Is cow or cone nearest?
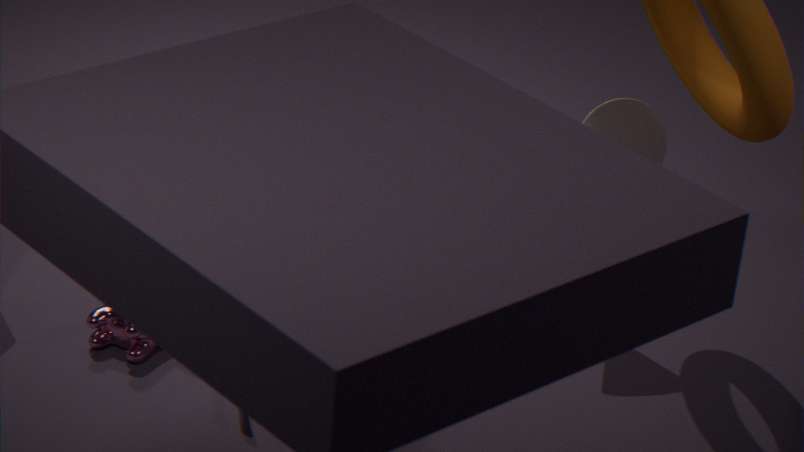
cow
